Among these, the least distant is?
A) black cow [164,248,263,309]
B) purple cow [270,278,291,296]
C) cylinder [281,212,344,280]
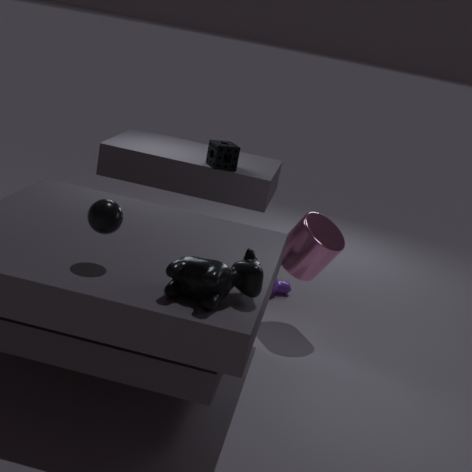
black cow [164,248,263,309]
